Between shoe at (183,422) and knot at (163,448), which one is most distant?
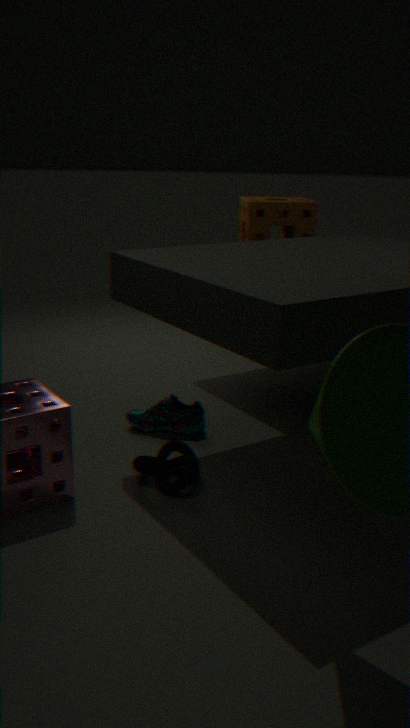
shoe at (183,422)
